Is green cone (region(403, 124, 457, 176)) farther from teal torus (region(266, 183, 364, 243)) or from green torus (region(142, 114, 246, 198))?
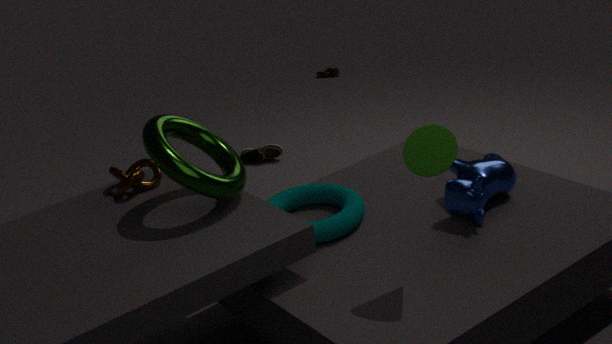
green torus (region(142, 114, 246, 198))
